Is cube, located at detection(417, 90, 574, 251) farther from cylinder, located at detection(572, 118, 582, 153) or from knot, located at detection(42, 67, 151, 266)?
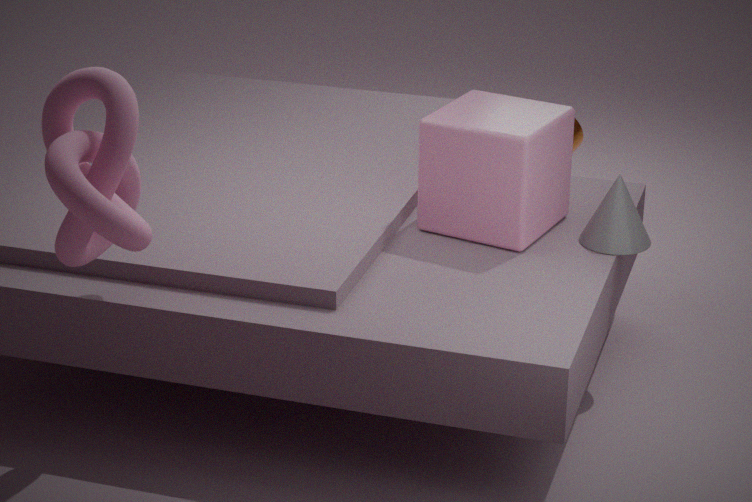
knot, located at detection(42, 67, 151, 266)
